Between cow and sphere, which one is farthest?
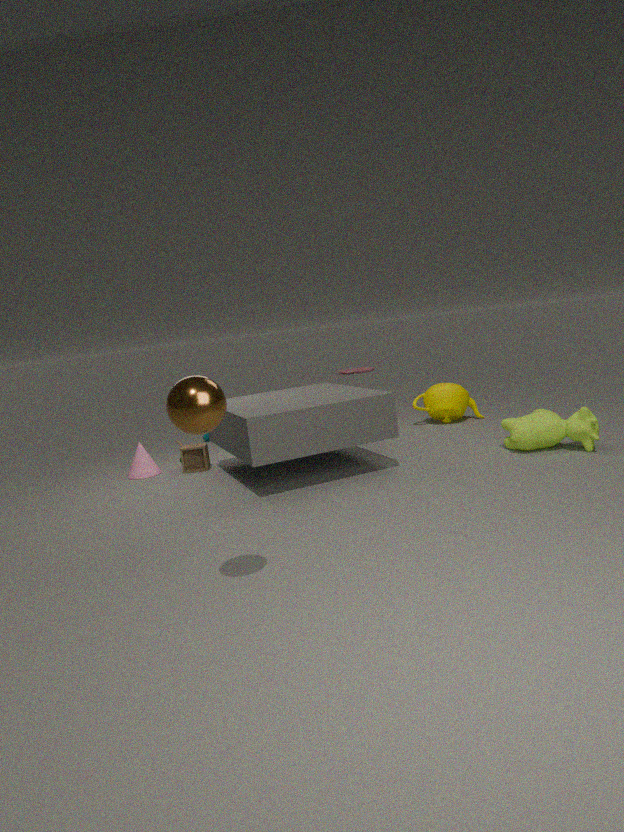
cow
